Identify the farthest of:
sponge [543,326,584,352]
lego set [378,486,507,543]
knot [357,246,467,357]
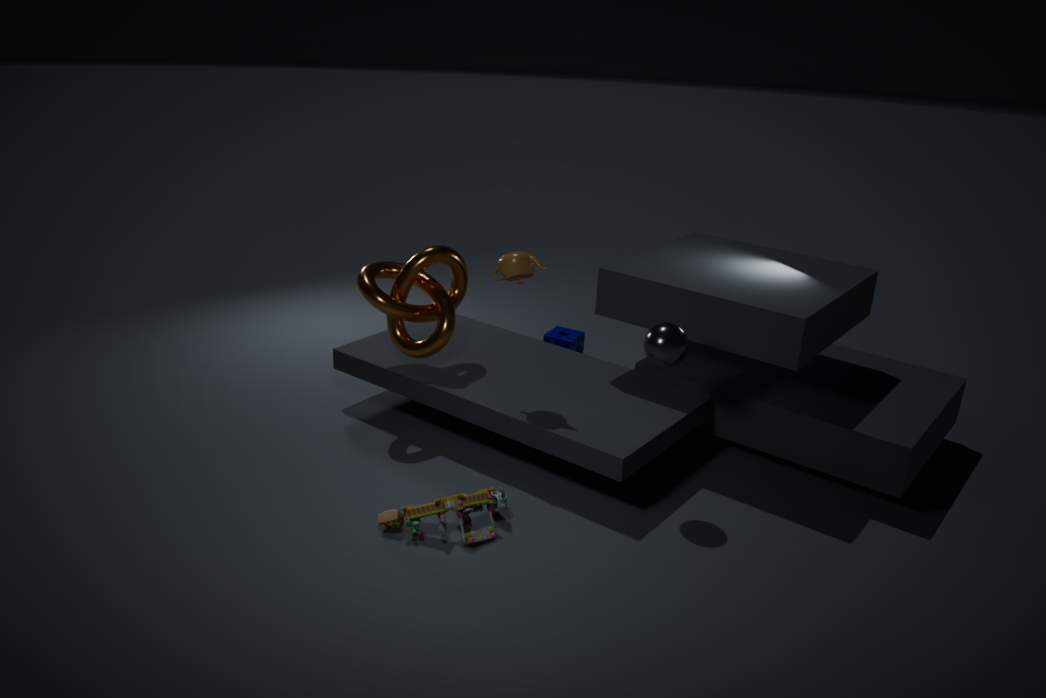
sponge [543,326,584,352]
